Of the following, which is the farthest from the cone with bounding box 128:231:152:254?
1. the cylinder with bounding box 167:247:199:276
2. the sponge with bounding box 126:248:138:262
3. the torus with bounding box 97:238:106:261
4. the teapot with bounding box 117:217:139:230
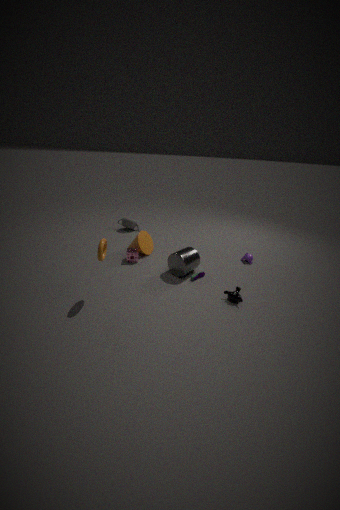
the torus with bounding box 97:238:106:261
